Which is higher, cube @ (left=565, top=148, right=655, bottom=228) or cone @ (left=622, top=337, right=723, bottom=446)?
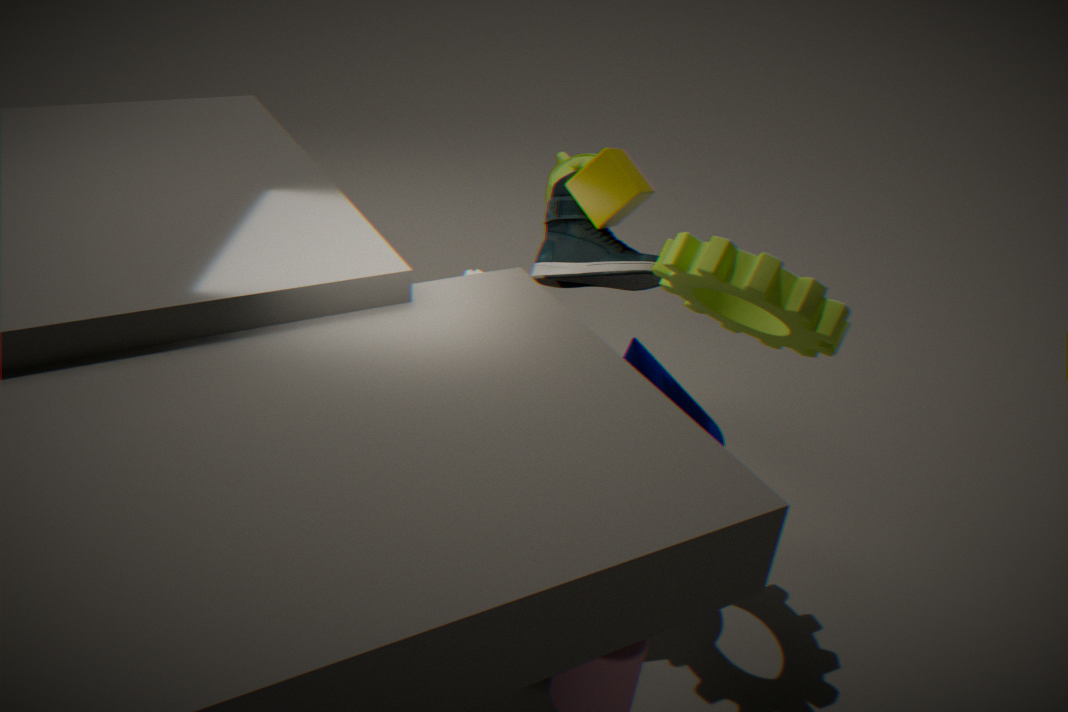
cube @ (left=565, top=148, right=655, bottom=228)
